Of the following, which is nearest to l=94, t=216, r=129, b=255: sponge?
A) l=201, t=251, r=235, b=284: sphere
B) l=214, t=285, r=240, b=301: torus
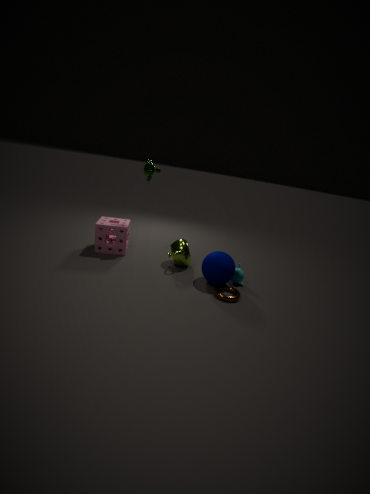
l=201, t=251, r=235, b=284: sphere
